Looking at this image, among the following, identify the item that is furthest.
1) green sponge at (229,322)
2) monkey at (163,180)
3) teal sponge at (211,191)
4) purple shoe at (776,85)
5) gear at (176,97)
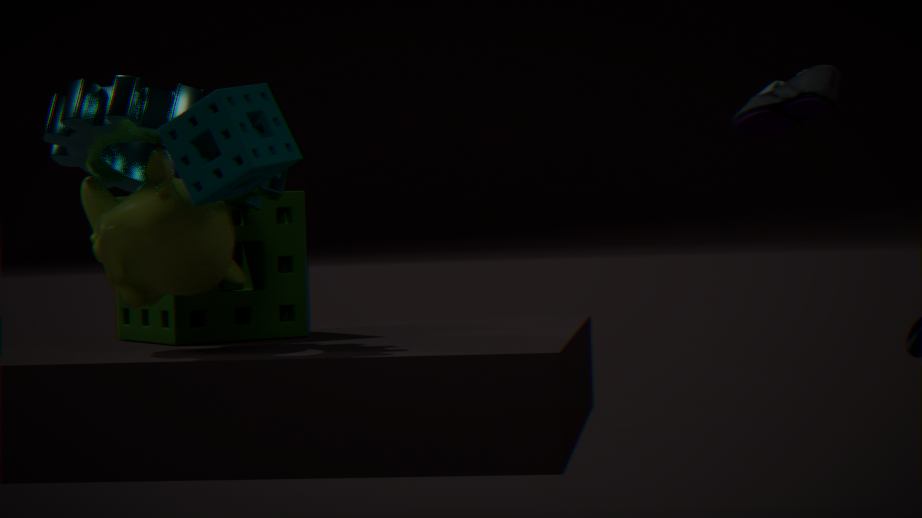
1. green sponge at (229,322)
